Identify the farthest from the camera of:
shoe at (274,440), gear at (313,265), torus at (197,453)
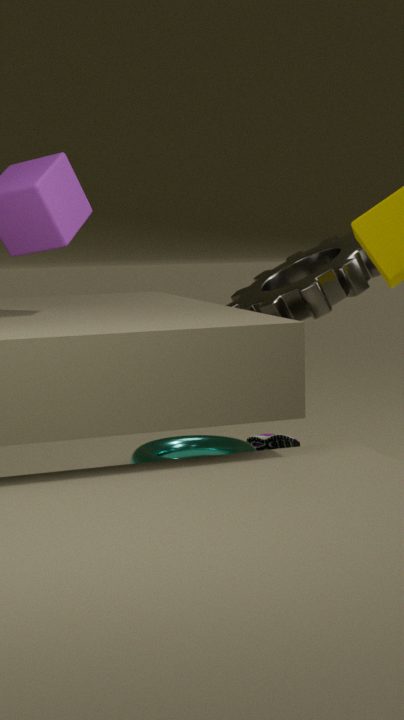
shoe at (274,440)
